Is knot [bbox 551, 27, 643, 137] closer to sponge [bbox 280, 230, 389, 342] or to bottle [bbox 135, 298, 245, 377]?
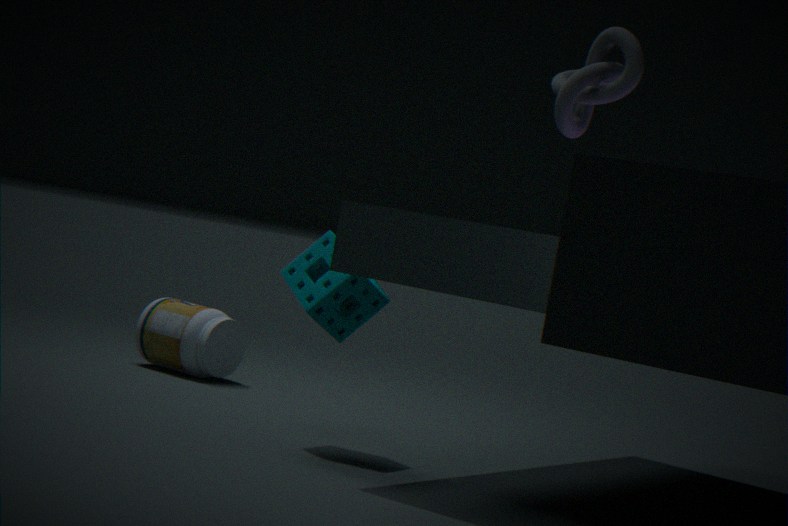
sponge [bbox 280, 230, 389, 342]
